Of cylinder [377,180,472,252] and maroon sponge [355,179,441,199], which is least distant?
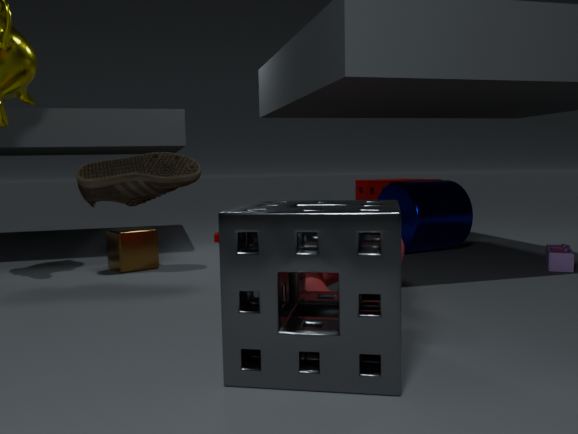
cylinder [377,180,472,252]
